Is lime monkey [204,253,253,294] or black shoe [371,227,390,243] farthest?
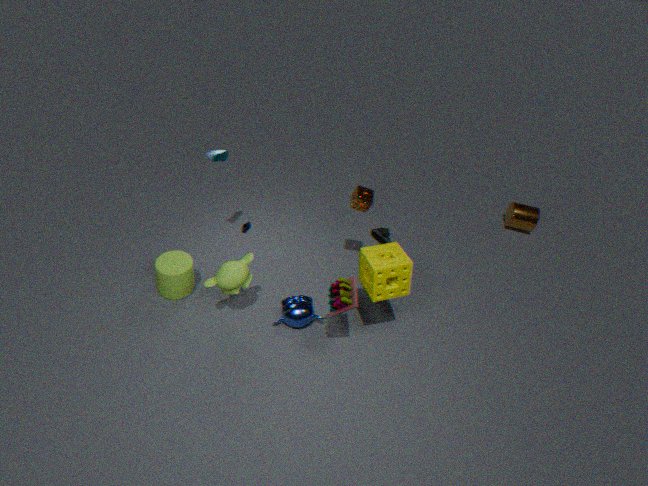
black shoe [371,227,390,243]
